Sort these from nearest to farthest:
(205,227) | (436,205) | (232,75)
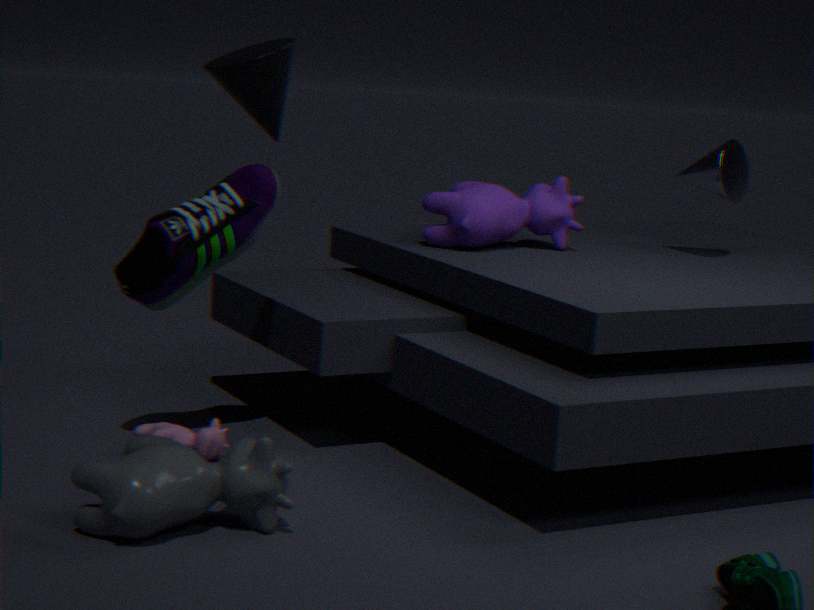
(232,75) < (205,227) < (436,205)
